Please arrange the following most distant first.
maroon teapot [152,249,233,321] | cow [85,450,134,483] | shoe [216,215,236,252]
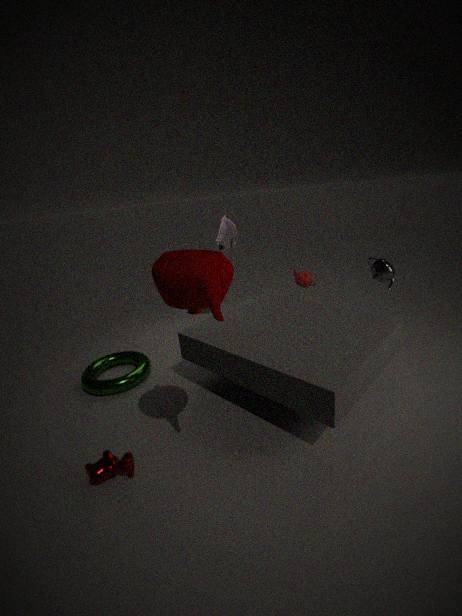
shoe [216,215,236,252] < cow [85,450,134,483] < maroon teapot [152,249,233,321]
